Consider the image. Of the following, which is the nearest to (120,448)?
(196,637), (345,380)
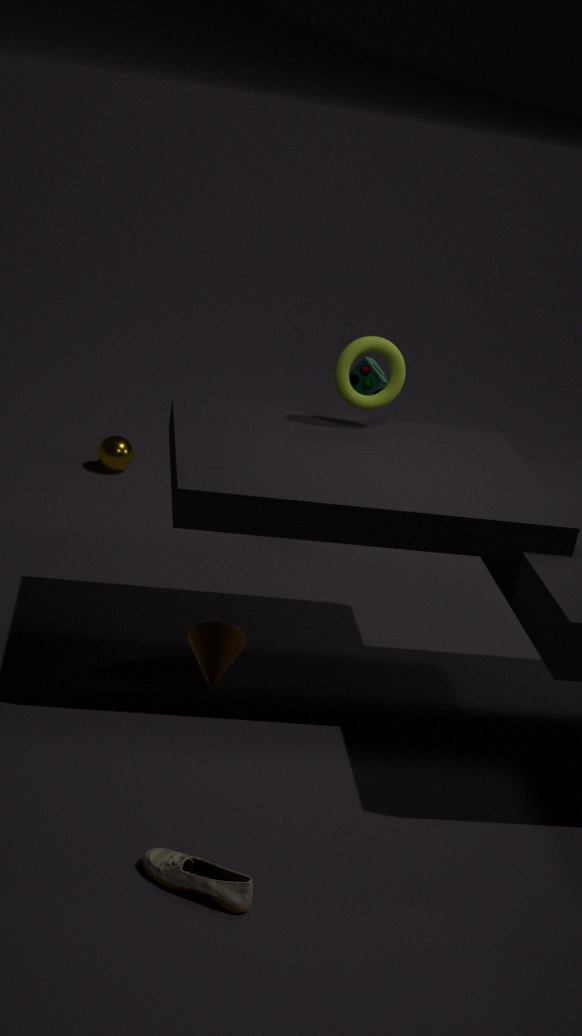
(196,637)
